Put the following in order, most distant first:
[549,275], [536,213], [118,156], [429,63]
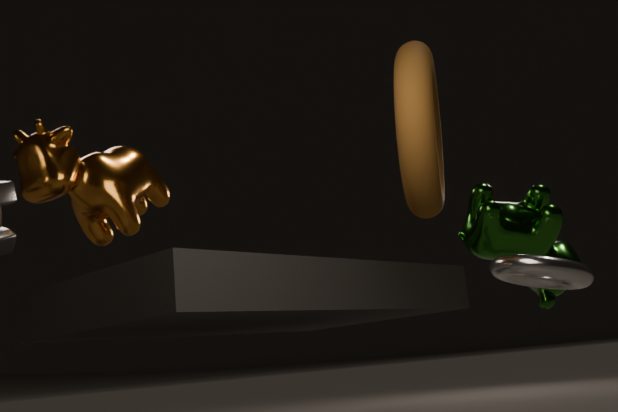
[536,213]
[118,156]
[429,63]
[549,275]
